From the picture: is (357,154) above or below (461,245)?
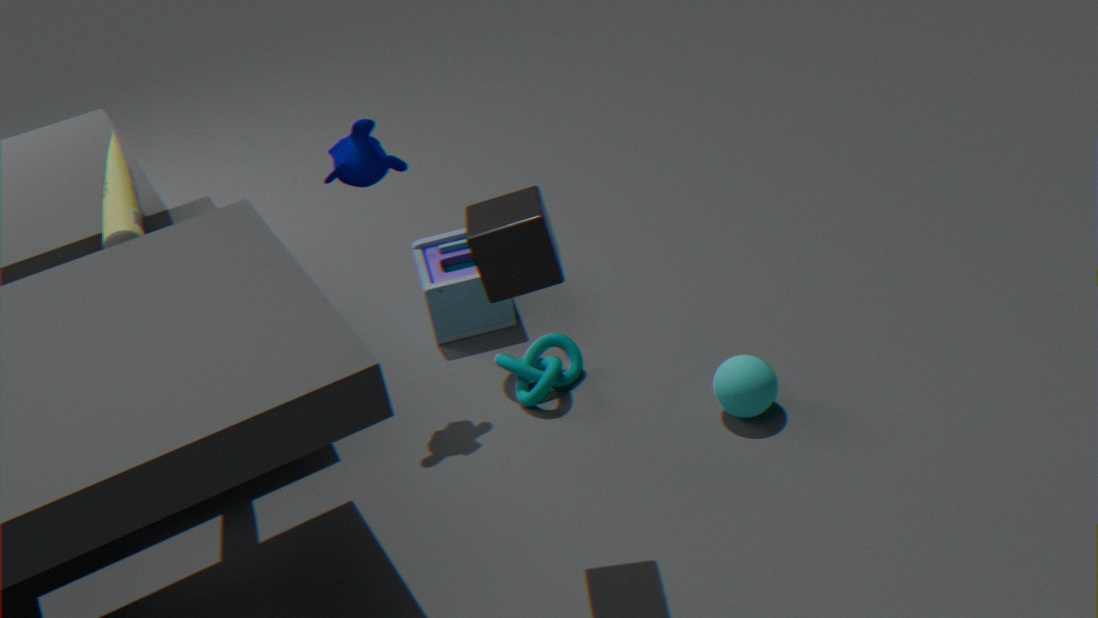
above
